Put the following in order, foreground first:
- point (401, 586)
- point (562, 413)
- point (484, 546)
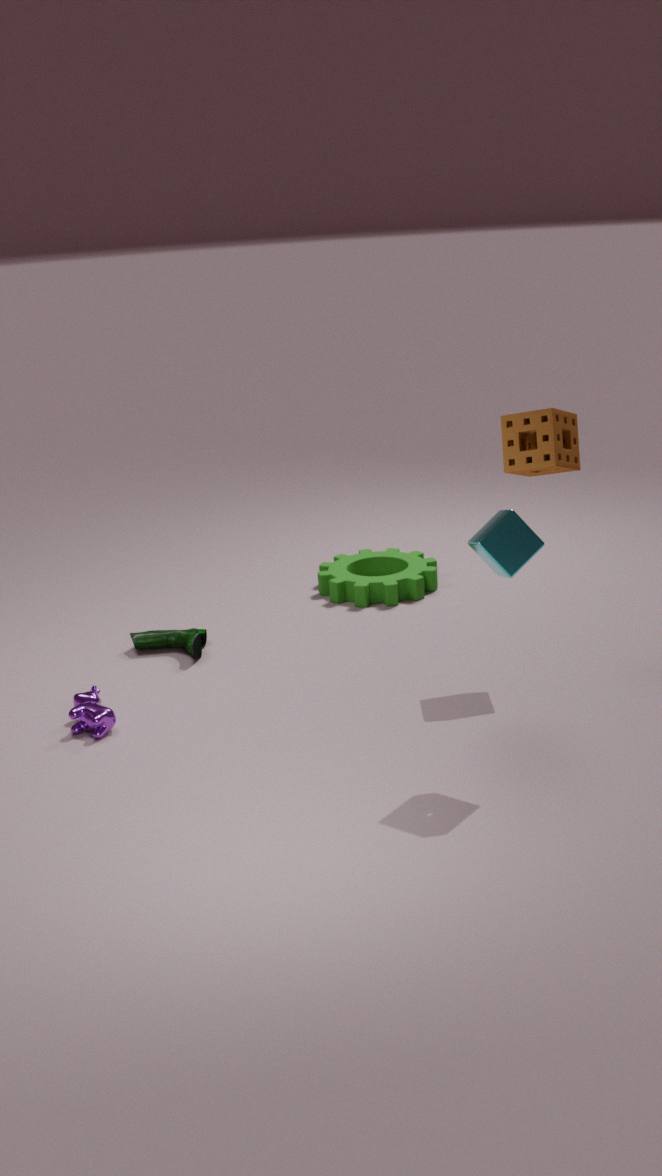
point (562, 413) → point (484, 546) → point (401, 586)
